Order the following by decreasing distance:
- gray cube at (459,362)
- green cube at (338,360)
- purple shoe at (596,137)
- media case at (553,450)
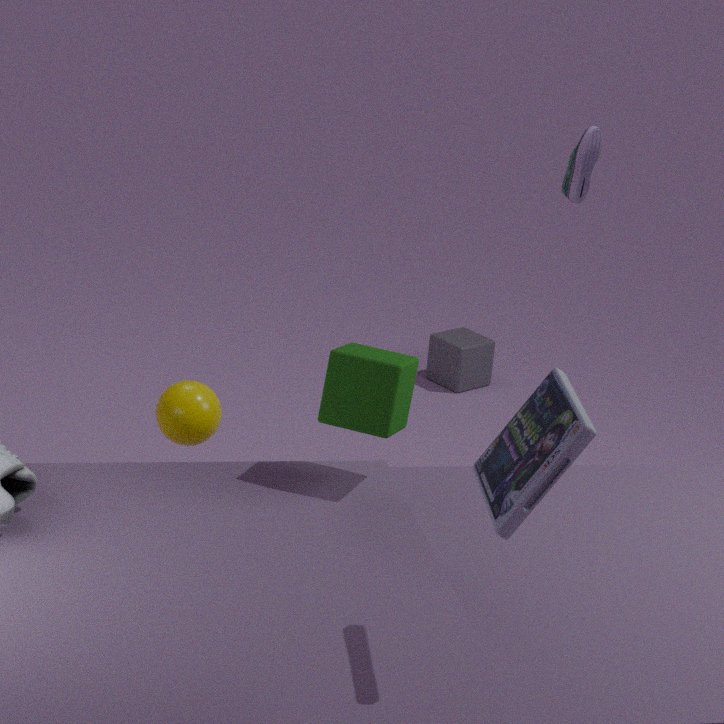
gray cube at (459,362) < purple shoe at (596,137) < green cube at (338,360) < media case at (553,450)
